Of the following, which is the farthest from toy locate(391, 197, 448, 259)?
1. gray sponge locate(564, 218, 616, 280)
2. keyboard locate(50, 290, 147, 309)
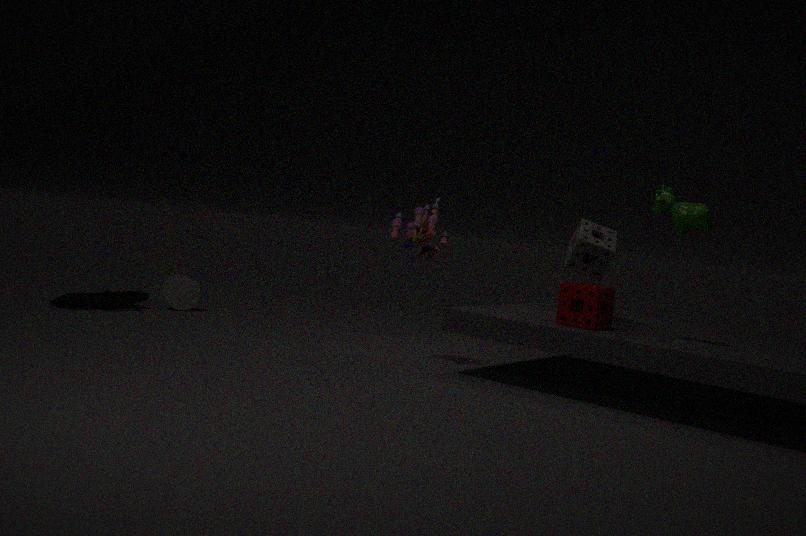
keyboard locate(50, 290, 147, 309)
